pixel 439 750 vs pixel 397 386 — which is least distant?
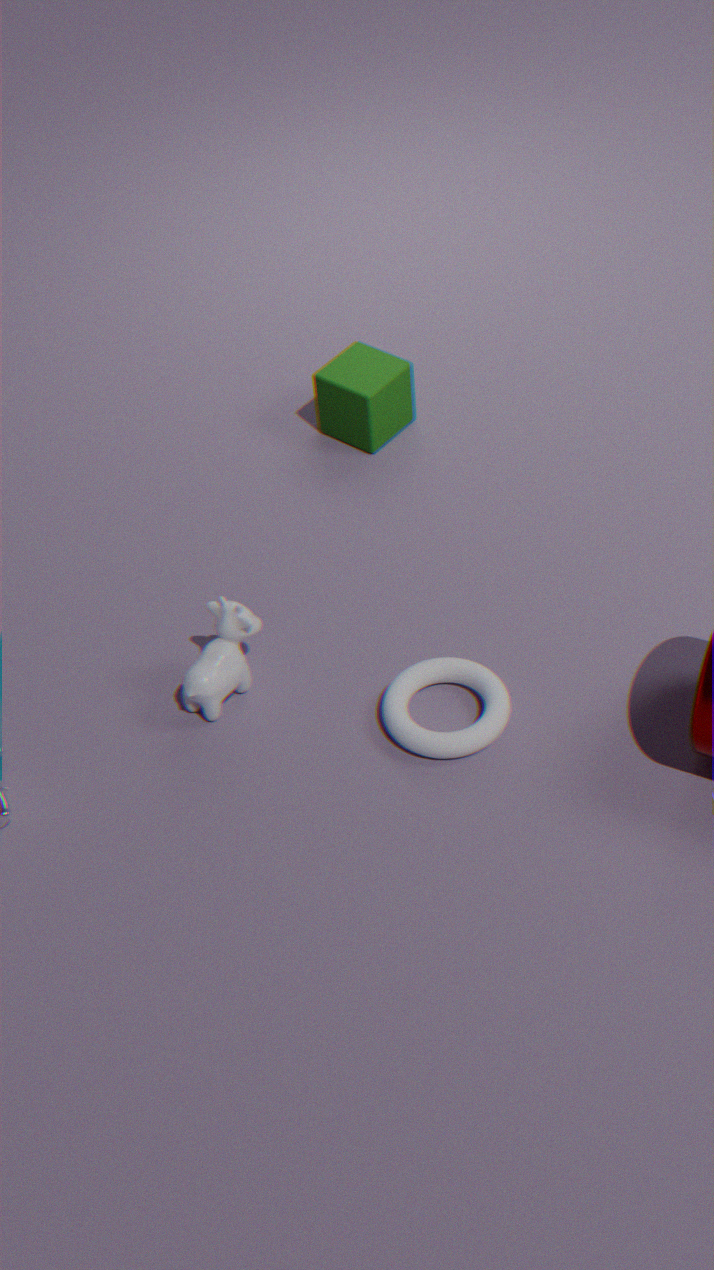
pixel 439 750
